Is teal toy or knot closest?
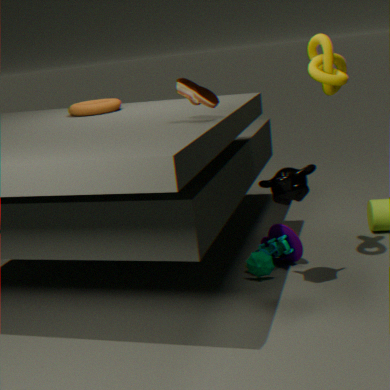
knot
